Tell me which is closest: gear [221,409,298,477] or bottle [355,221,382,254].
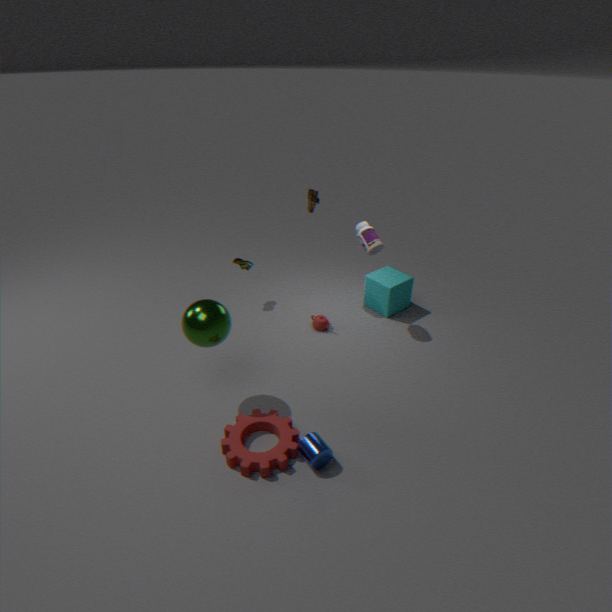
gear [221,409,298,477]
